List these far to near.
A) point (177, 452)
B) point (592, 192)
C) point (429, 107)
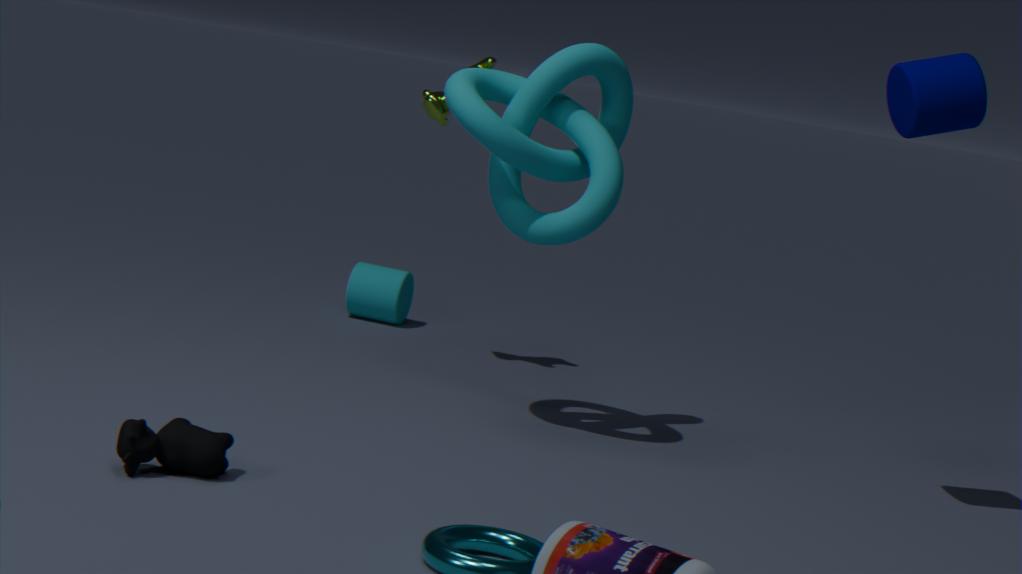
point (429, 107), point (592, 192), point (177, 452)
